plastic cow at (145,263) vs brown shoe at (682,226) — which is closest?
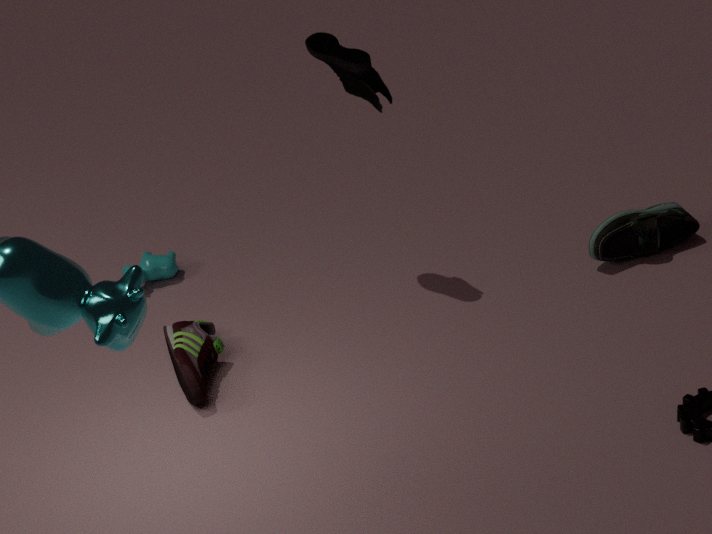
brown shoe at (682,226)
